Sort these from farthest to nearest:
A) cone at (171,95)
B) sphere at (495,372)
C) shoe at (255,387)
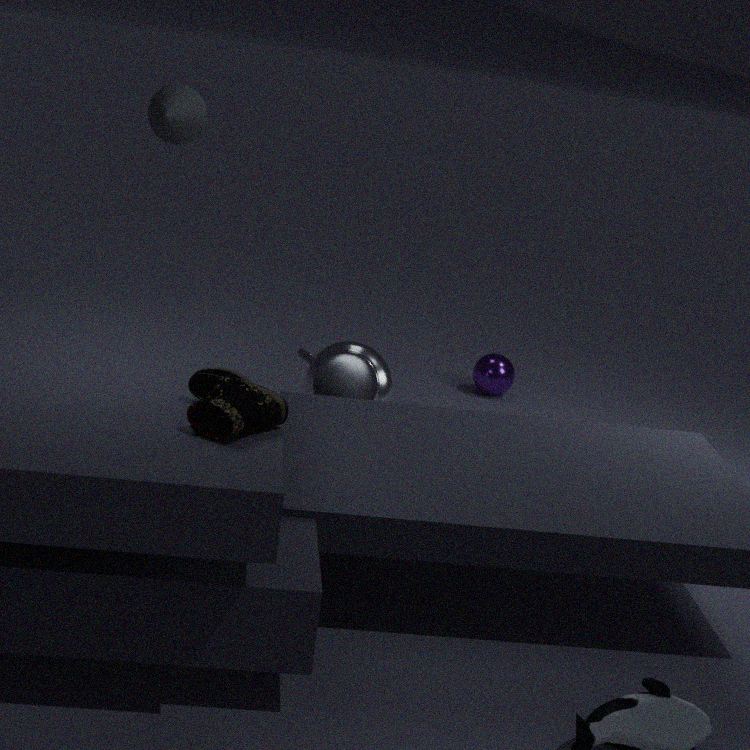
B. sphere at (495,372), A. cone at (171,95), C. shoe at (255,387)
